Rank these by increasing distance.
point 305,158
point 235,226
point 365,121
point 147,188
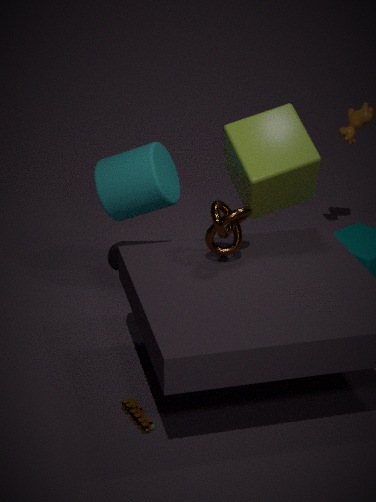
point 235,226, point 305,158, point 147,188, point 365,121
